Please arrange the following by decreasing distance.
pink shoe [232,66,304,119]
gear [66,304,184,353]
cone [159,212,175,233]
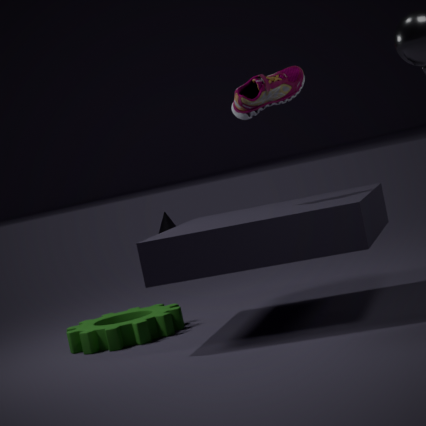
cone [159,212,175,233] → gear [66,304,184,353] → pink shoe [232,66,304,119]
